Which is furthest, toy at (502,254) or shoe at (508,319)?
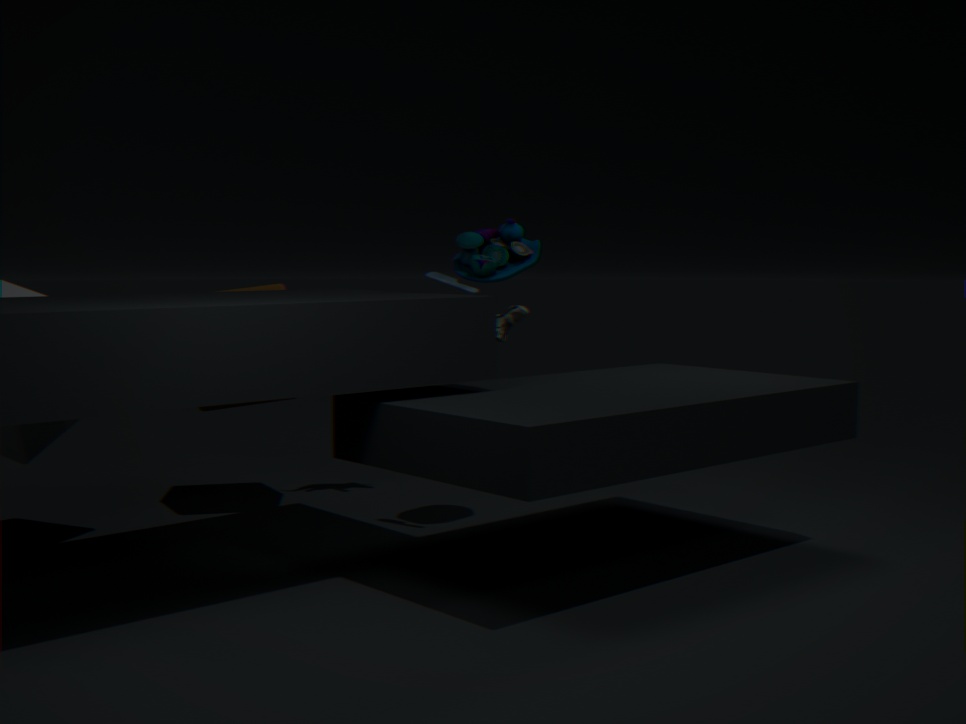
shoe at (508,319)
